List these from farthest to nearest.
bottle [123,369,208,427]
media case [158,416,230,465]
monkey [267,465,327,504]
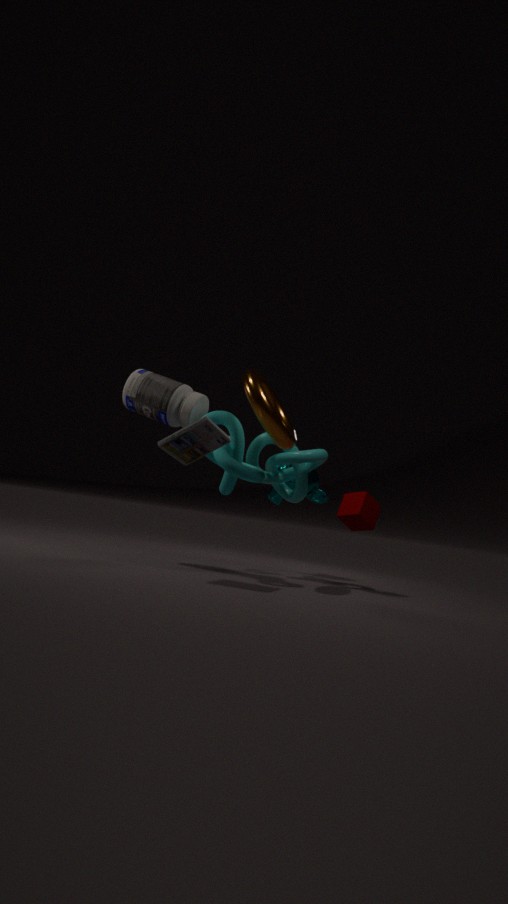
1. monkey [267,465,327,504]
2. bottle [123,369,208,427]
3. media case [158,416,230,465]
